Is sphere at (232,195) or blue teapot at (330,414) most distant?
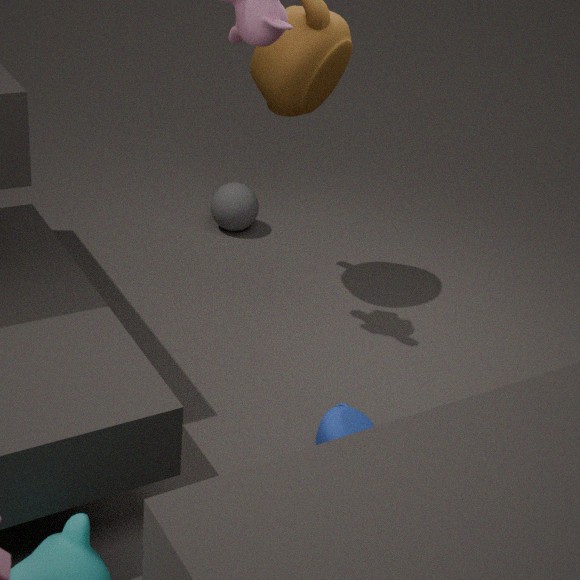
sphere at (232,195)
